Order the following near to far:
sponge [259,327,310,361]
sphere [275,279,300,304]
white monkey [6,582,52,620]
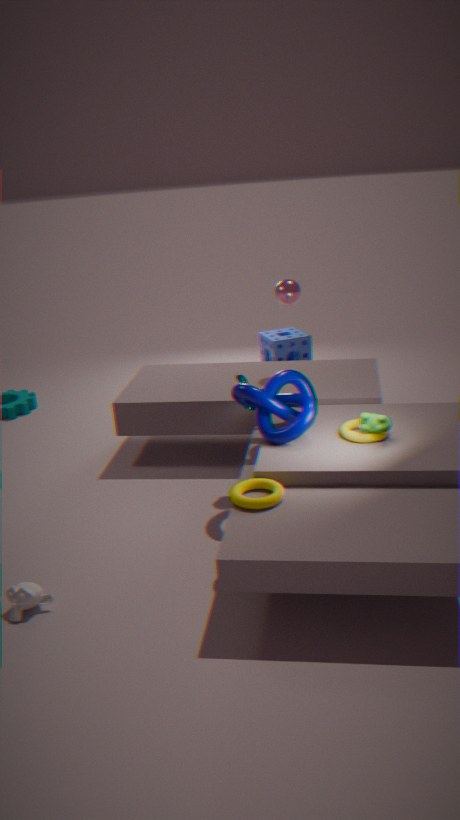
white monkey [6,582,52,620] → sphere [275,279,300,304] → sponge [259,327,310,361]
